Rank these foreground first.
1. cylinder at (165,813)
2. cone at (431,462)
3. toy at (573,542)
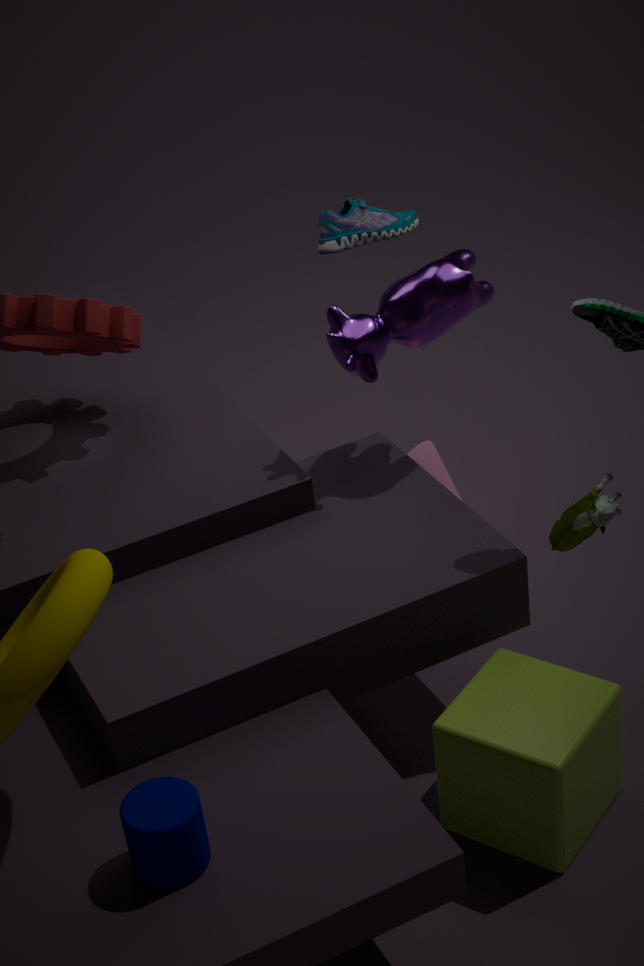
cylinder at (165,813) → toy at (573,542) → cone at (431,462)
